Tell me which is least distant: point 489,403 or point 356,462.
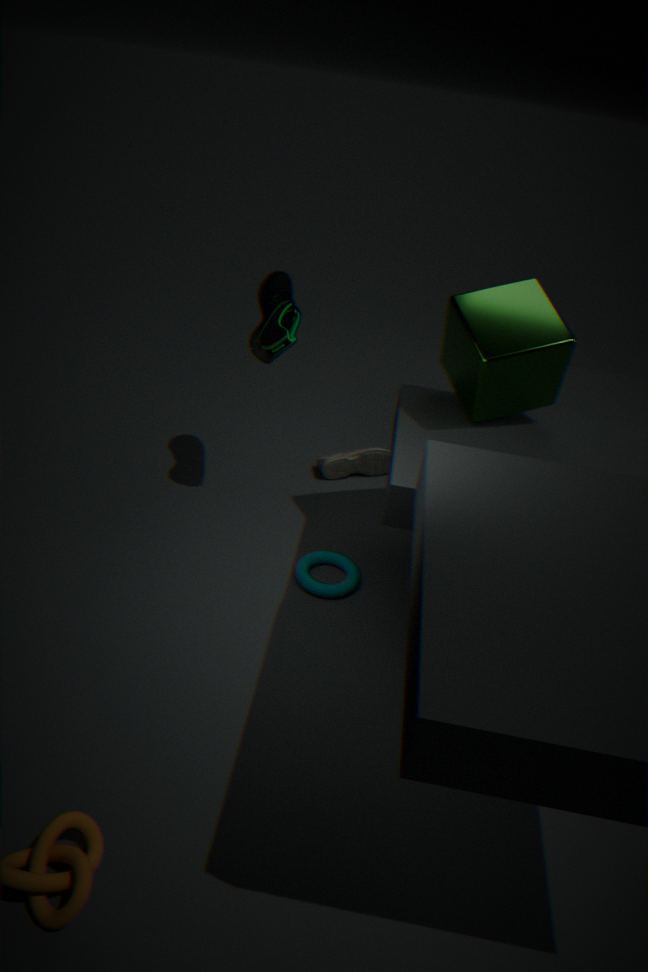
point 489,403
